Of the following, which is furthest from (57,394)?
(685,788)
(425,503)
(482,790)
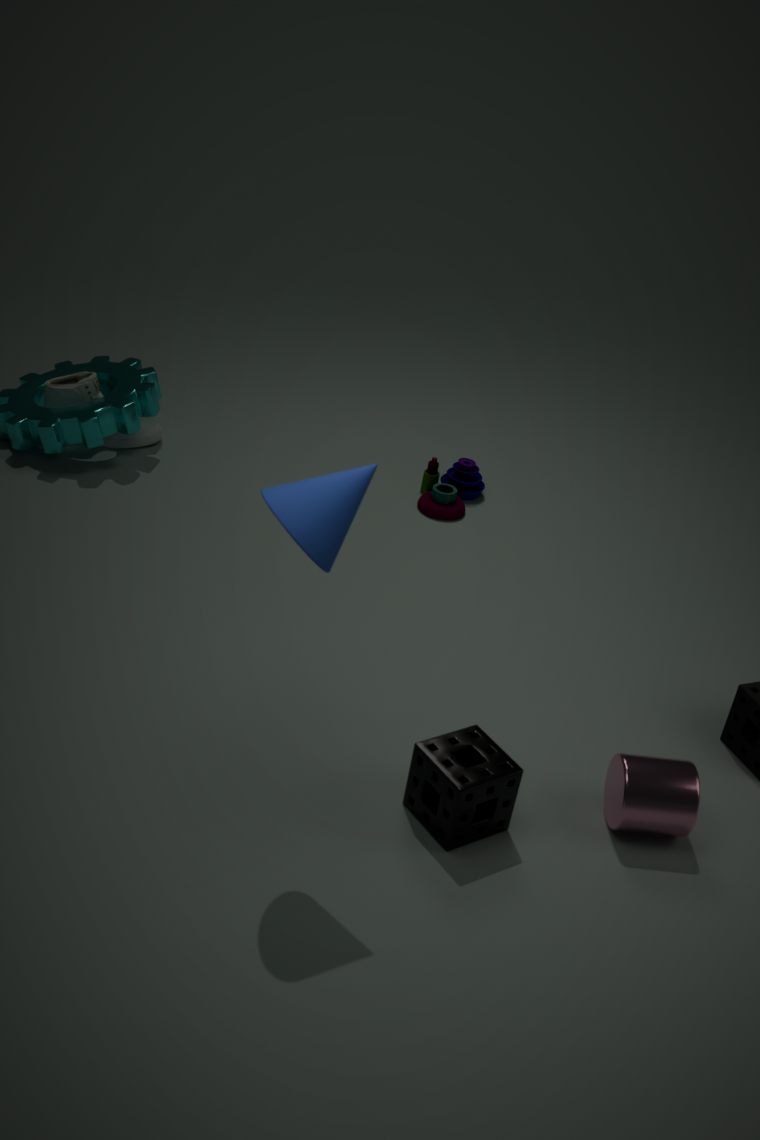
(685,788)
